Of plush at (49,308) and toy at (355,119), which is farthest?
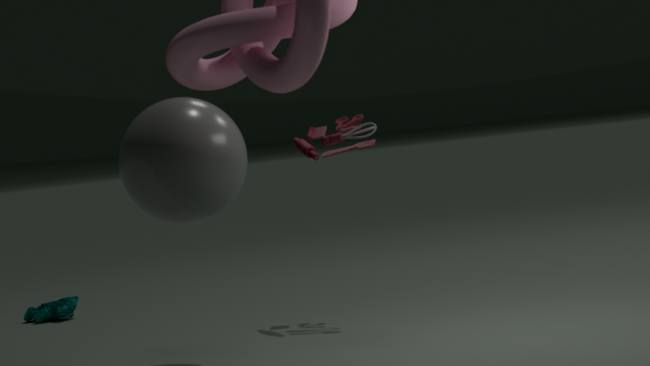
plush at (49,308)
